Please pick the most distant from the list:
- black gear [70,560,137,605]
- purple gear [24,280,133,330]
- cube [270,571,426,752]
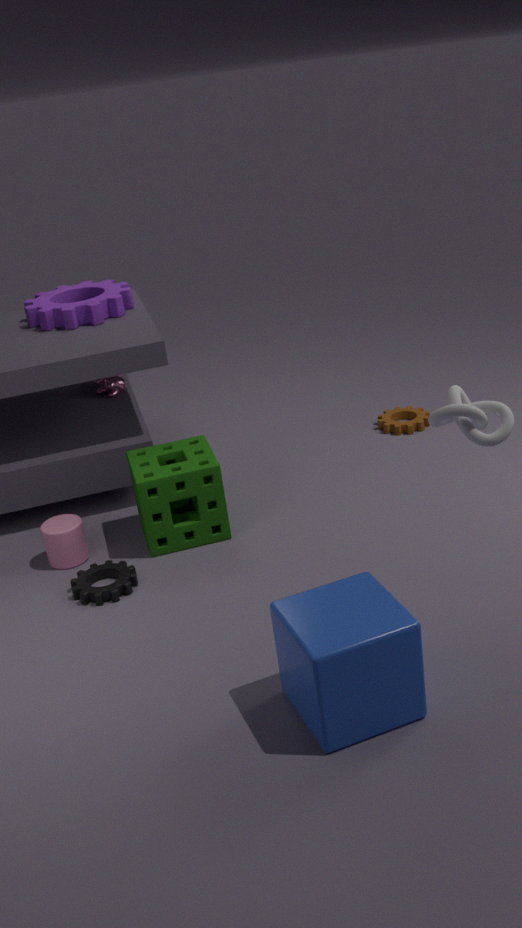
purple gear [24,280,133,330]
